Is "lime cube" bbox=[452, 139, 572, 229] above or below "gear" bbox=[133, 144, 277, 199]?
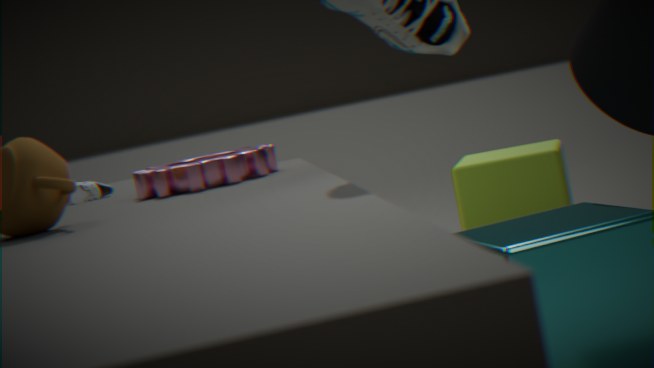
below
